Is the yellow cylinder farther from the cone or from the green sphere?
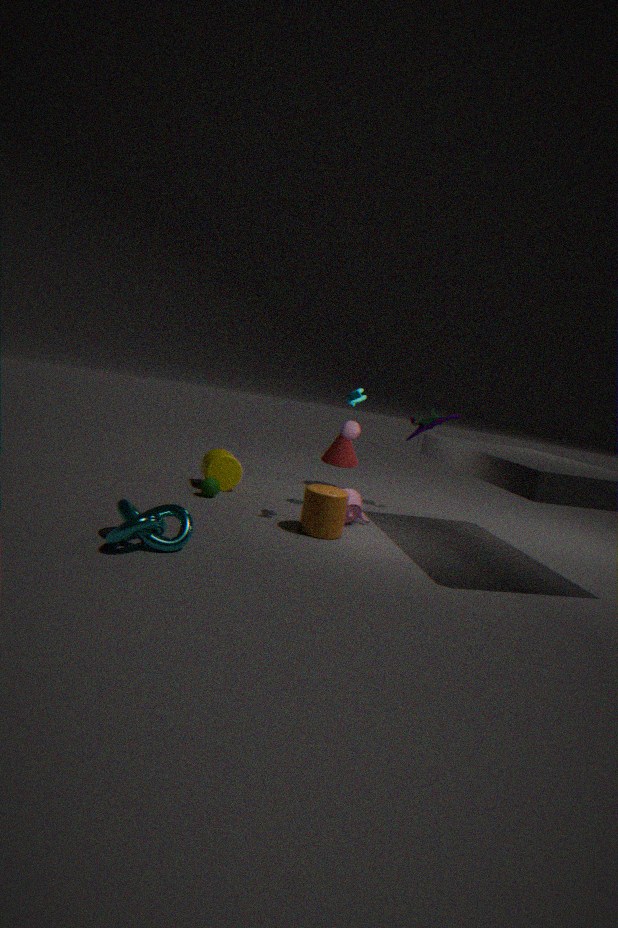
the cone
